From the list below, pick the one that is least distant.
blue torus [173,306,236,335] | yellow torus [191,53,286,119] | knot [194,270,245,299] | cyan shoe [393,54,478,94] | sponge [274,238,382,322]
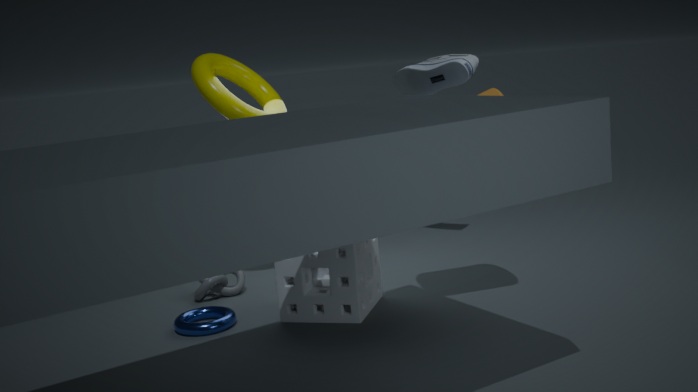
sponge [274,238,382,322]
